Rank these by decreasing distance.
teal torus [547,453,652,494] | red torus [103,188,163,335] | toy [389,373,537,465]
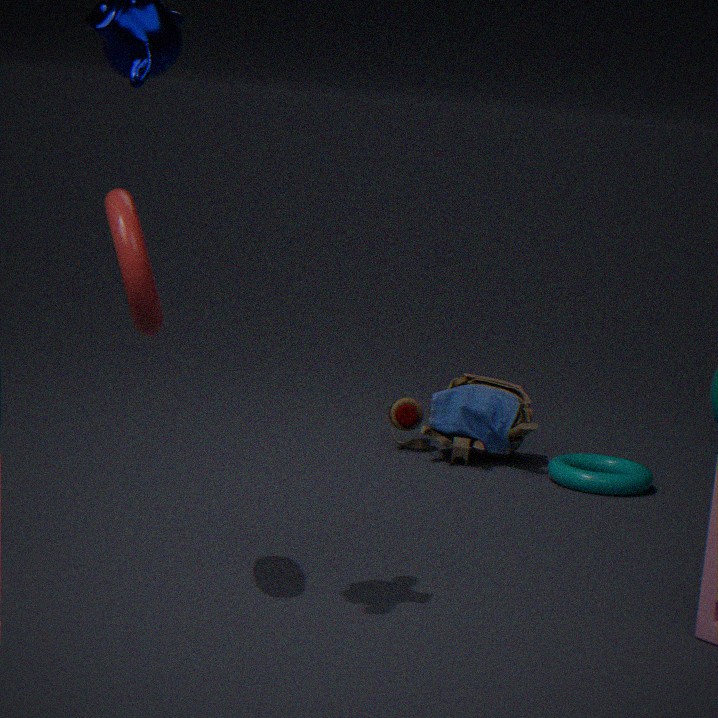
toy [389,373,537,465] → teal torus [547,453,652,494] → red torus [103,188,163,335]
